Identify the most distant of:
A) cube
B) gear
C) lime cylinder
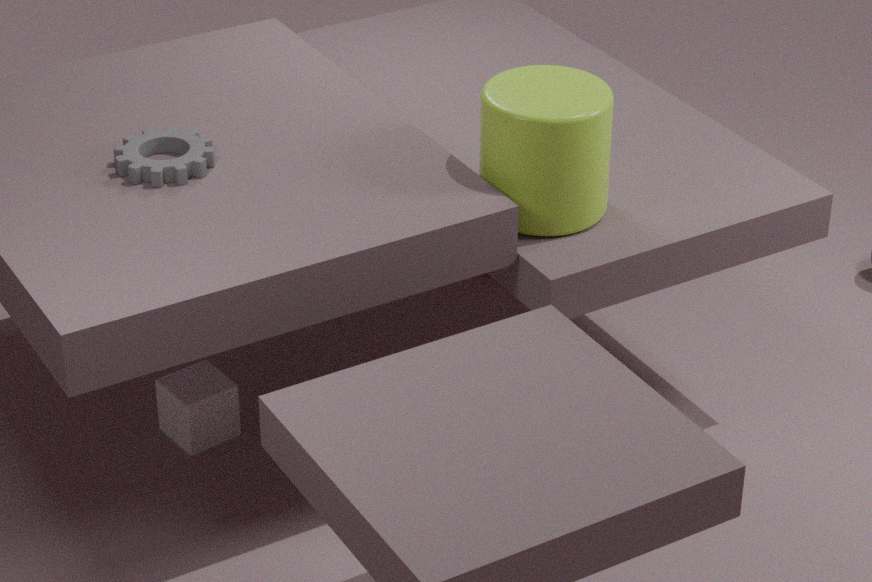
cube
